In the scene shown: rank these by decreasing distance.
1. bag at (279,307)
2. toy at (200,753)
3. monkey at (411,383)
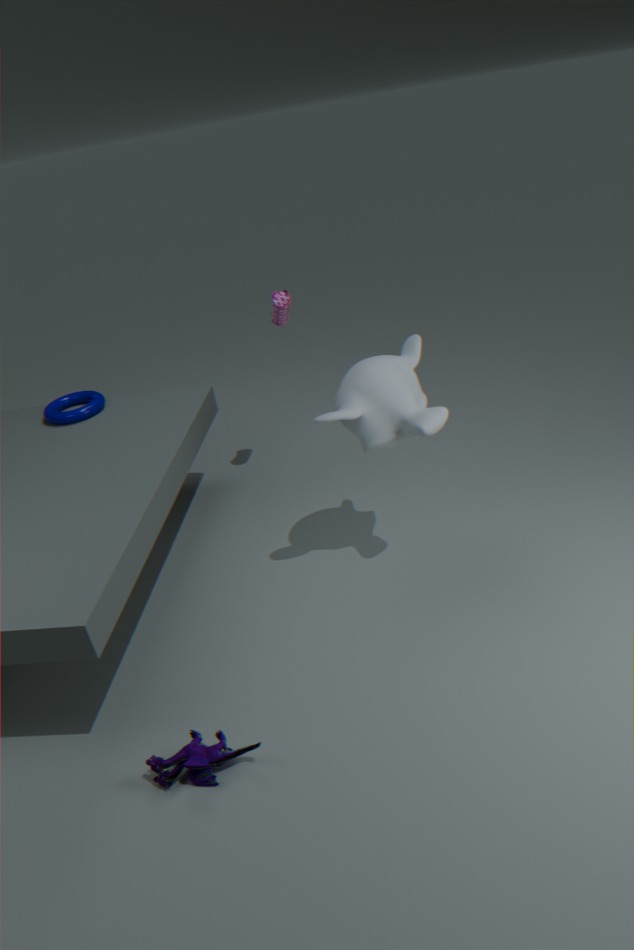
bag at (279,307), monkey at (411,383), toy at (200,753)
